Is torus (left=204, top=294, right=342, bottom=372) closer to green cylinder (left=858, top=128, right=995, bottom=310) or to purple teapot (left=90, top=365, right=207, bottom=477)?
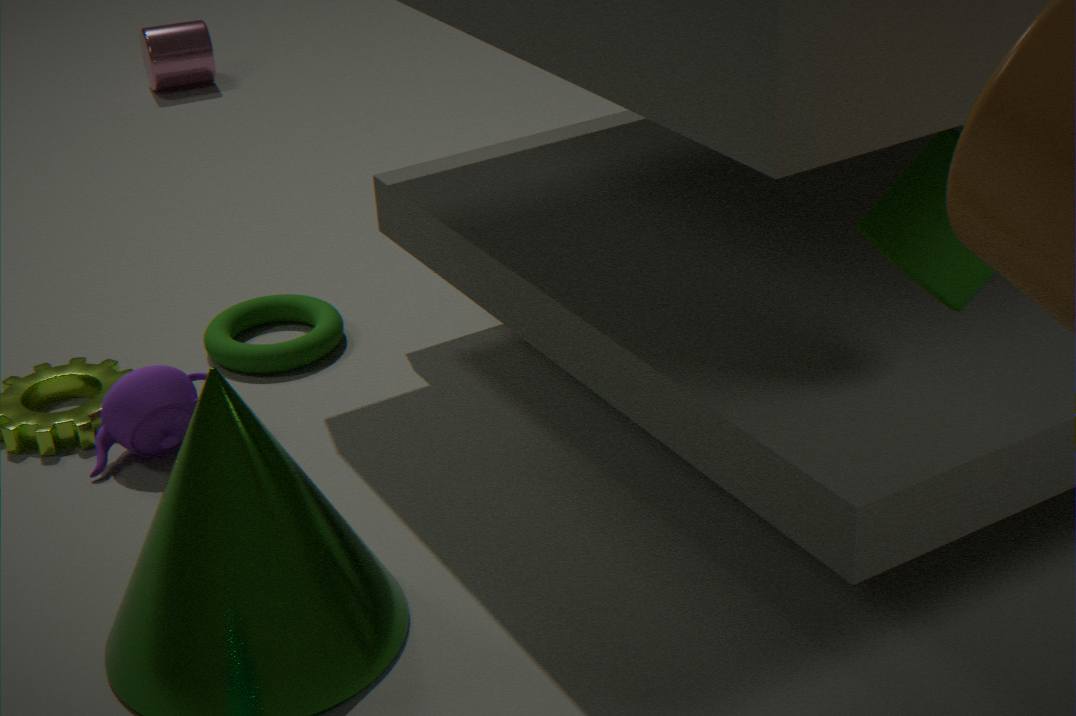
purple teapot (left=90, top=365, right=207, bottom=477)
